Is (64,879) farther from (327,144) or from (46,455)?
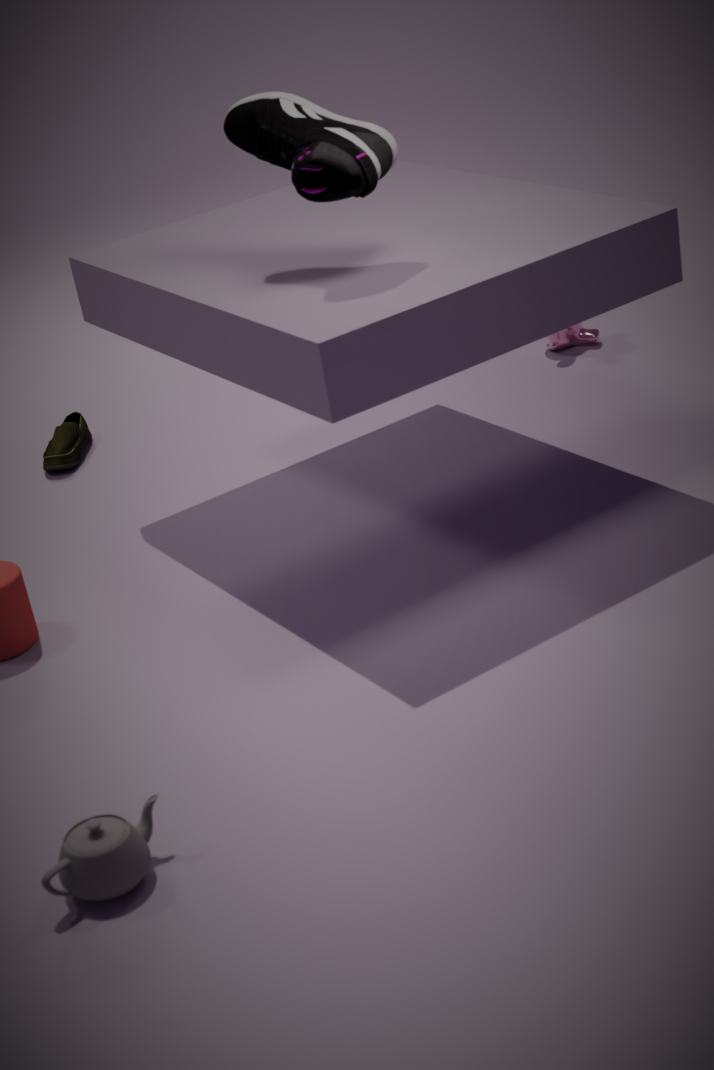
(46,455)
